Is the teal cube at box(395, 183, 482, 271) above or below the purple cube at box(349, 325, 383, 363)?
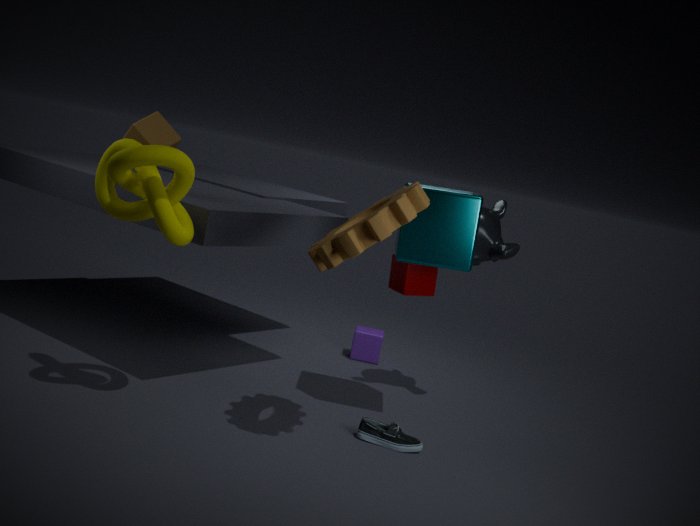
above
